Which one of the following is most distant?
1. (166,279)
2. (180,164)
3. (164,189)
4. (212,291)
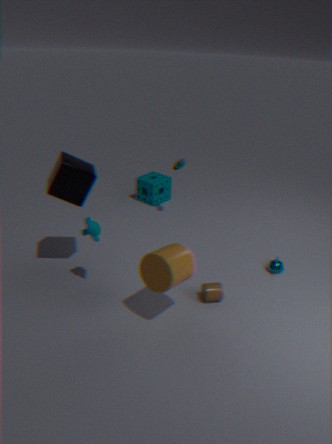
(164,189)
